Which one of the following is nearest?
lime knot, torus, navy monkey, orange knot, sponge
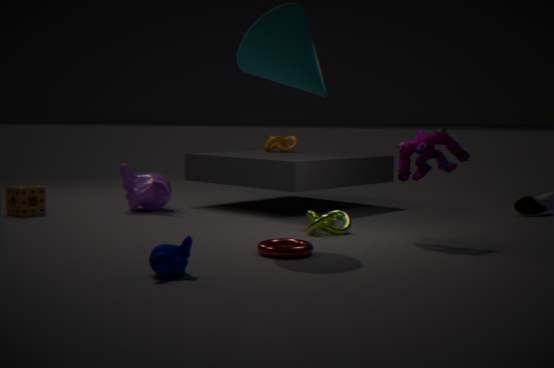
navy monkey
